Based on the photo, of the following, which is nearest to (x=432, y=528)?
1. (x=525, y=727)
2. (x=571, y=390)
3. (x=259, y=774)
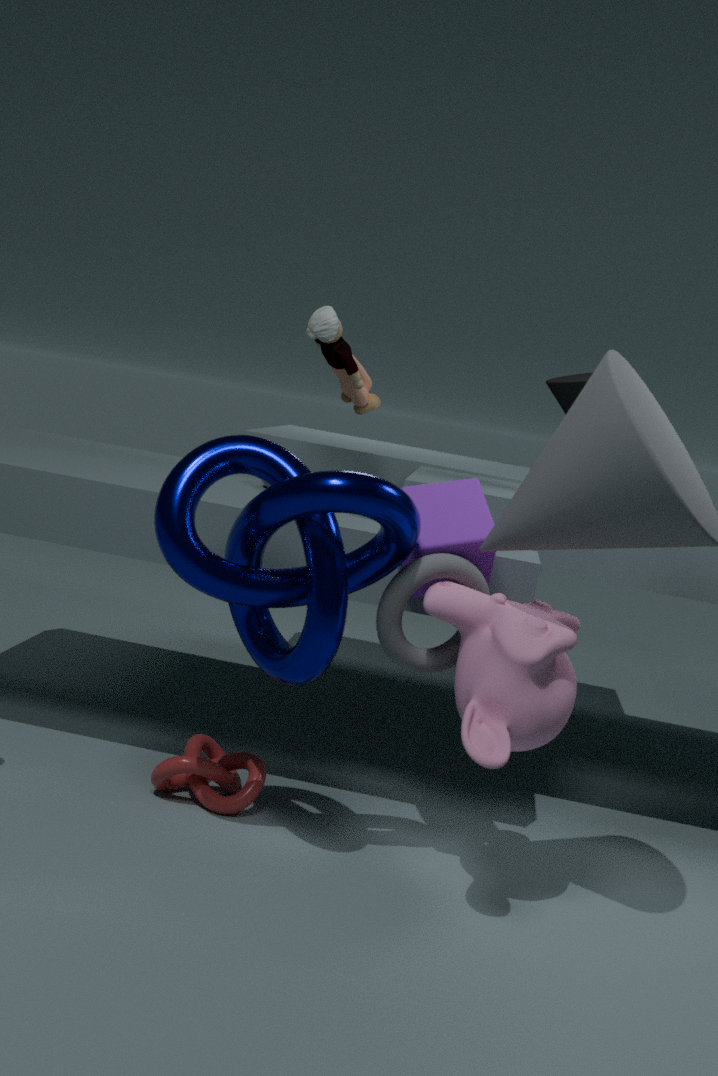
(x=525, y=727)
